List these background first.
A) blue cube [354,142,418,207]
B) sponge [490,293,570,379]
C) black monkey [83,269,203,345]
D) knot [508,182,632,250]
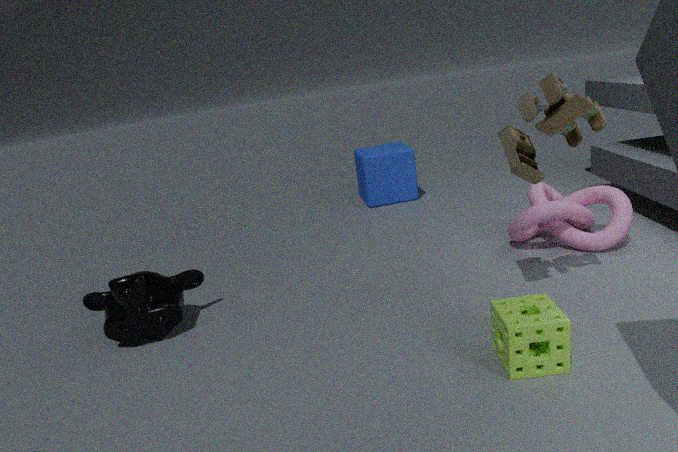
blue cube [354,142,418,207] < knot [508,182,632,250] < black monkey [83,269,203,345] < sponge [490,293,570,379]
